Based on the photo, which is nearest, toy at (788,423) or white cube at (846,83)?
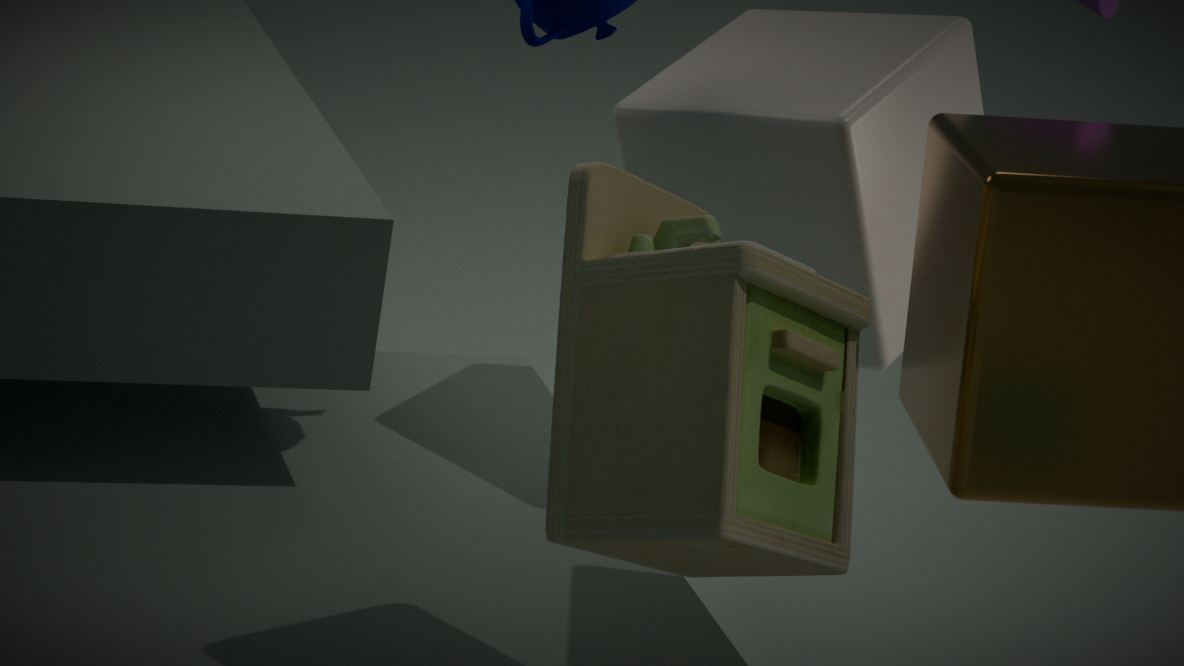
toy at (788,423)
